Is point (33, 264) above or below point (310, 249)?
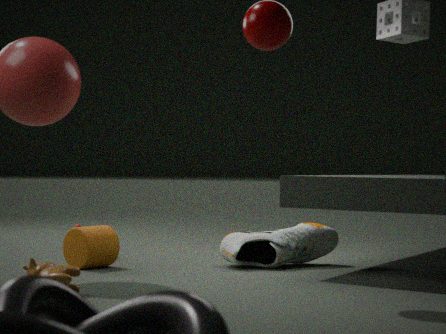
below
